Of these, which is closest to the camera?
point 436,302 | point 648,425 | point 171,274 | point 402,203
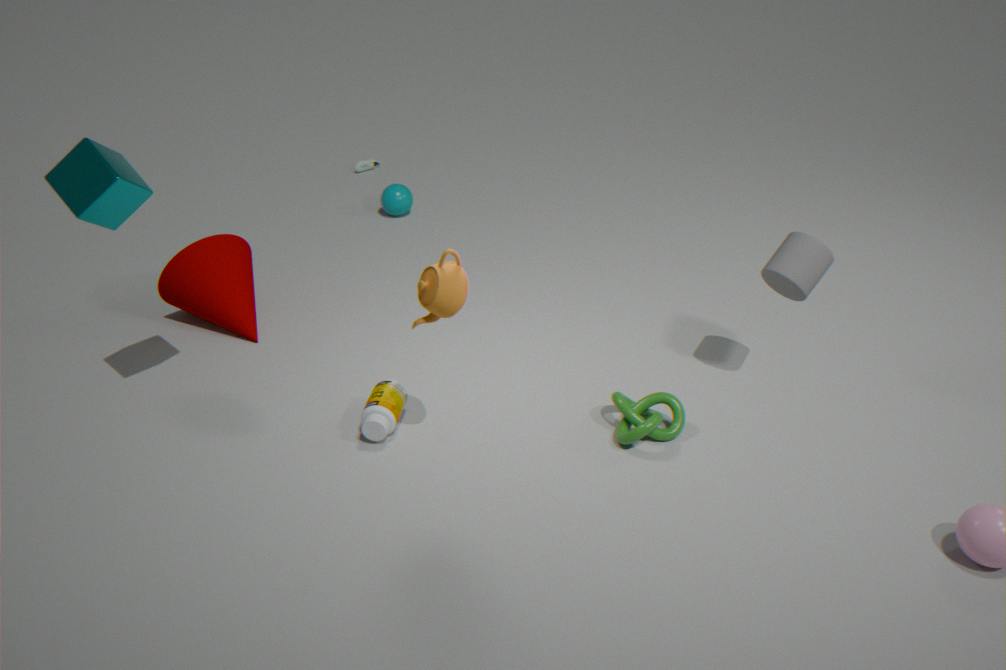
point 436,302
